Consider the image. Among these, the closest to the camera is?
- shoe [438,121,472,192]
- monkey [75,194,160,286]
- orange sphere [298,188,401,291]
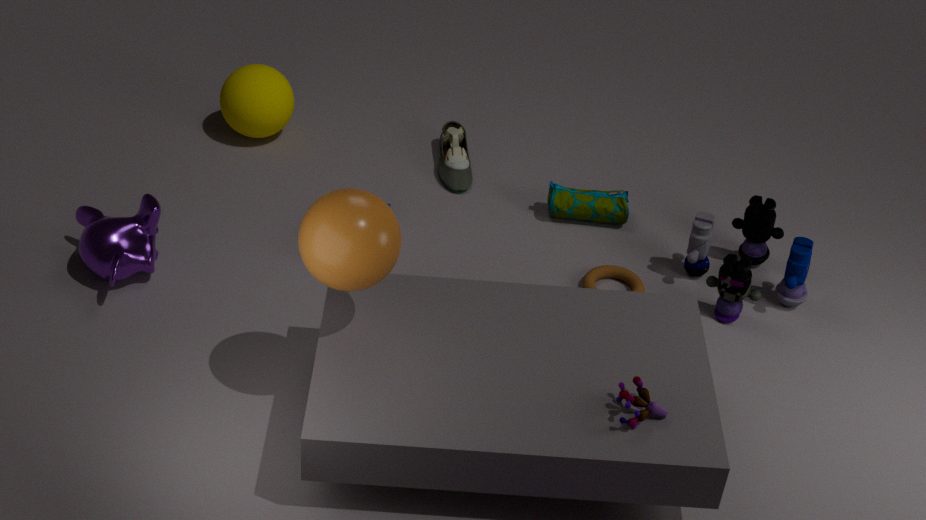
orange sphere [298,188,401,291]
